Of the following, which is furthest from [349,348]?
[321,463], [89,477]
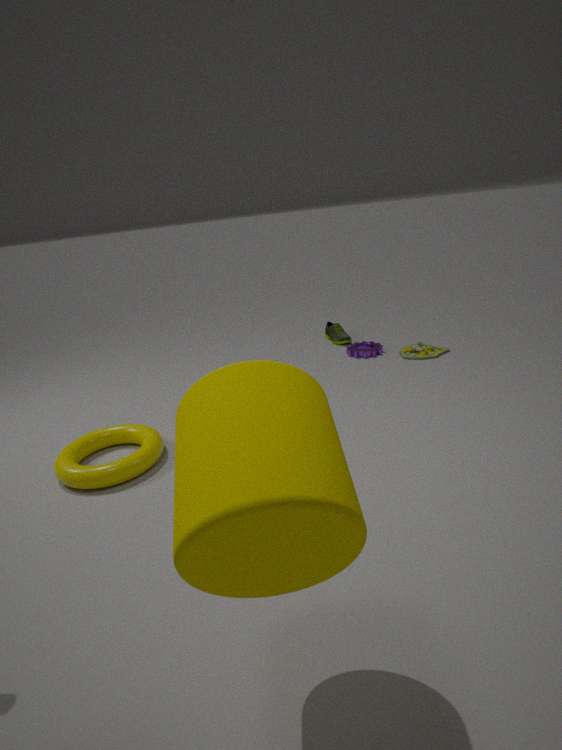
[321,463]
